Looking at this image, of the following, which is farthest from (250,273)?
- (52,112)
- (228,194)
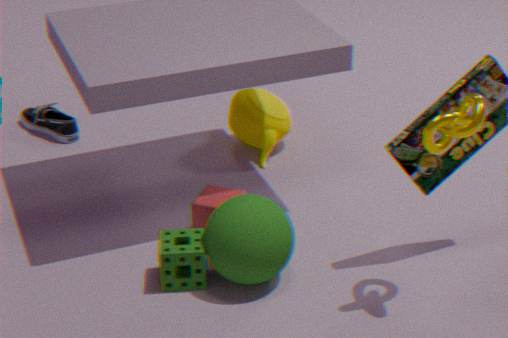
Answer: (52,112)
